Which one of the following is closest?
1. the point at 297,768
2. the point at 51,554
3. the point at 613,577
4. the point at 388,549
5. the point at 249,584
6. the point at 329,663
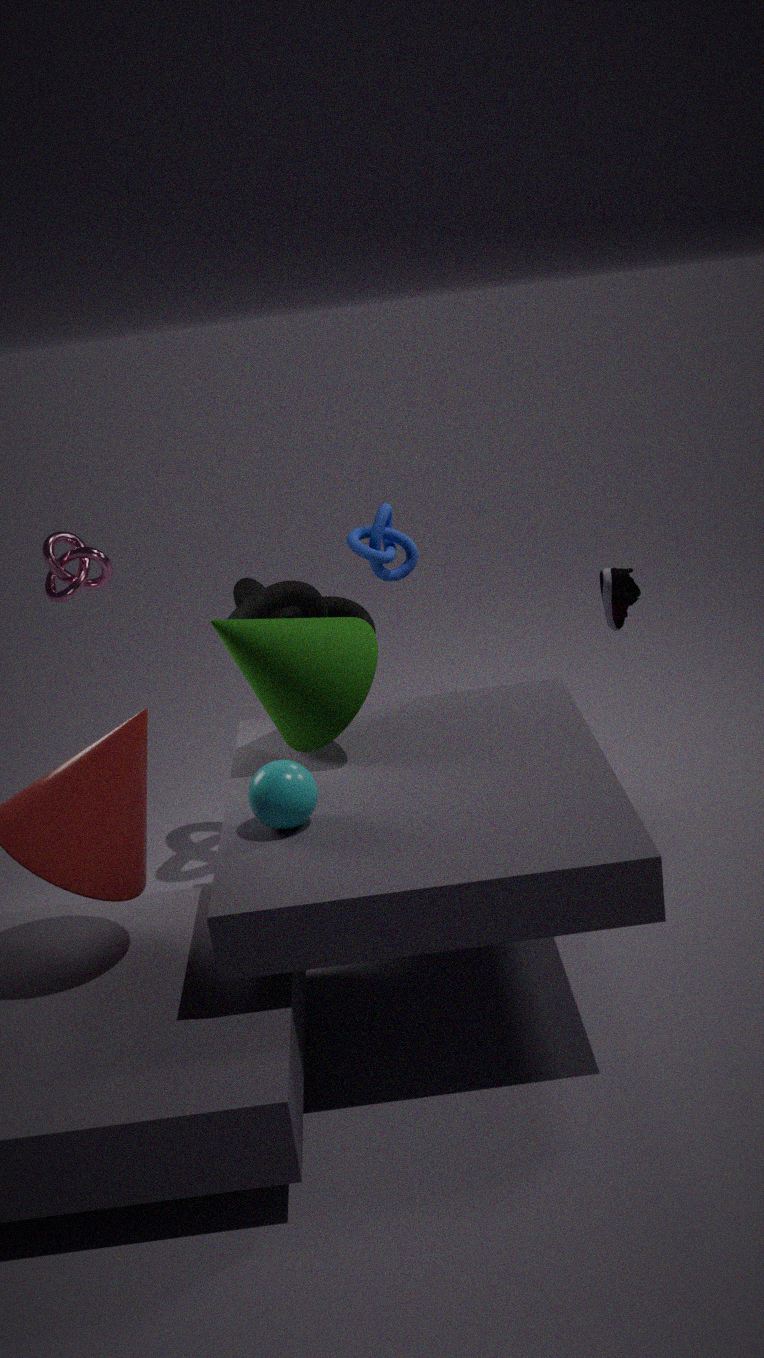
the point at 297,768
